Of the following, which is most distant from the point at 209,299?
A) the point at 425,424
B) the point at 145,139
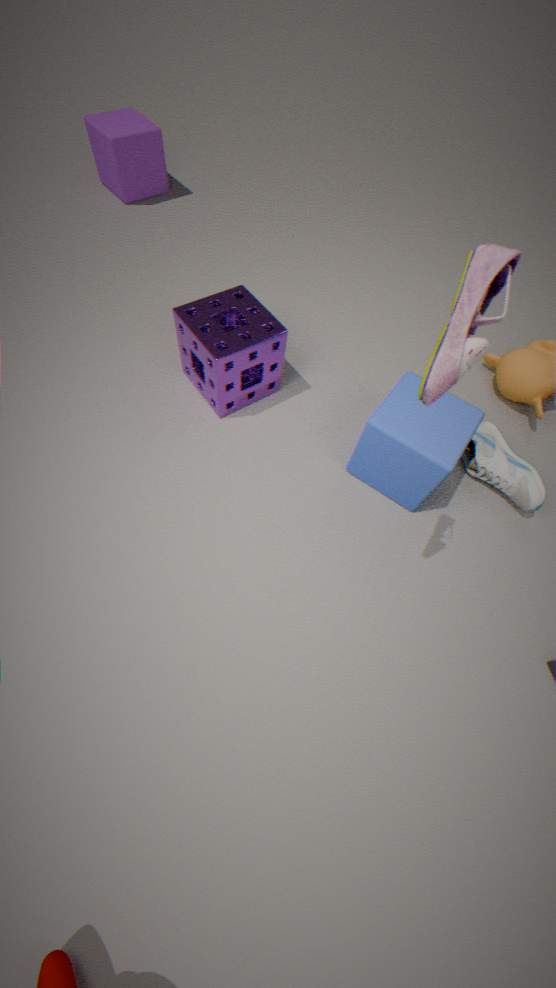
the point at 145,139
